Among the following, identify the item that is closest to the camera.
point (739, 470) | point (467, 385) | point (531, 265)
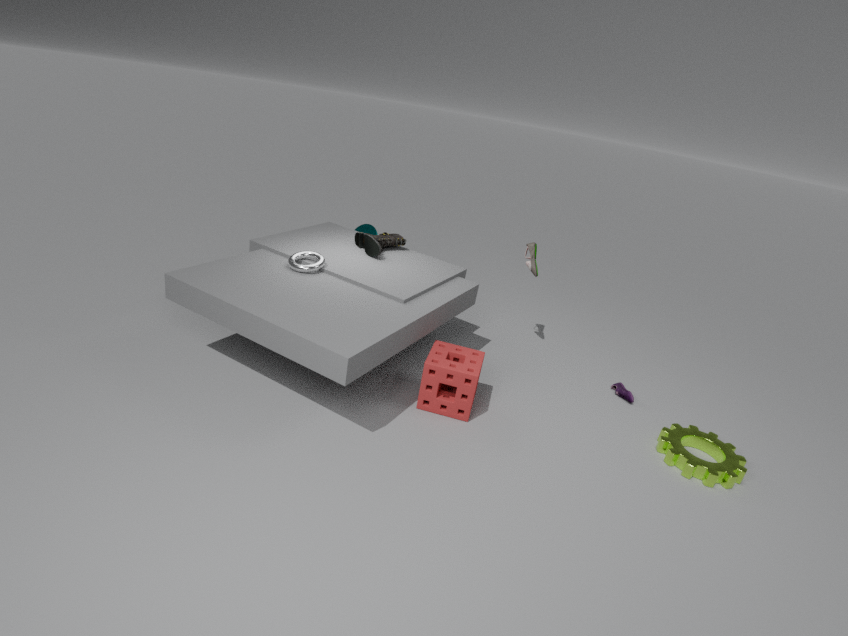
point (739, 470)
